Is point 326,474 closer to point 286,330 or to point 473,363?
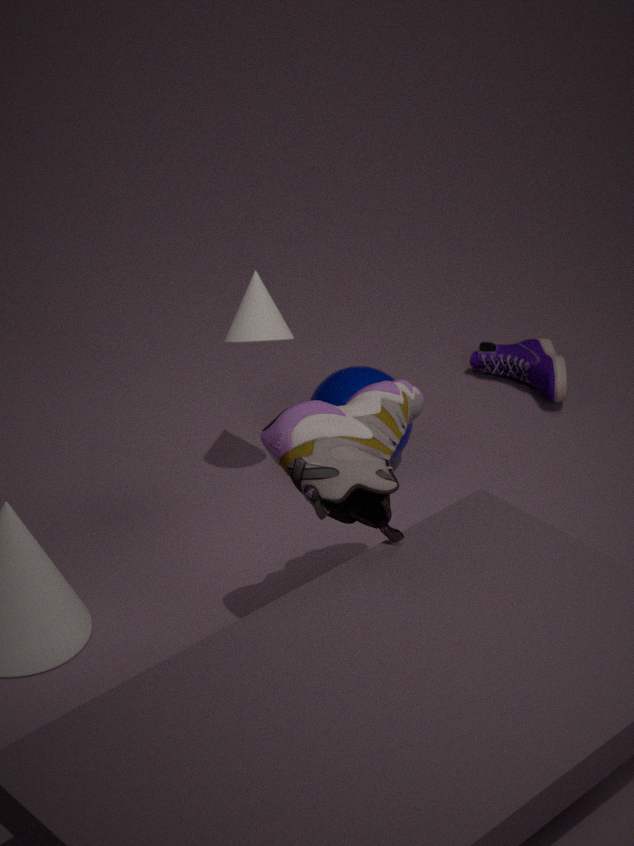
point 286,330
